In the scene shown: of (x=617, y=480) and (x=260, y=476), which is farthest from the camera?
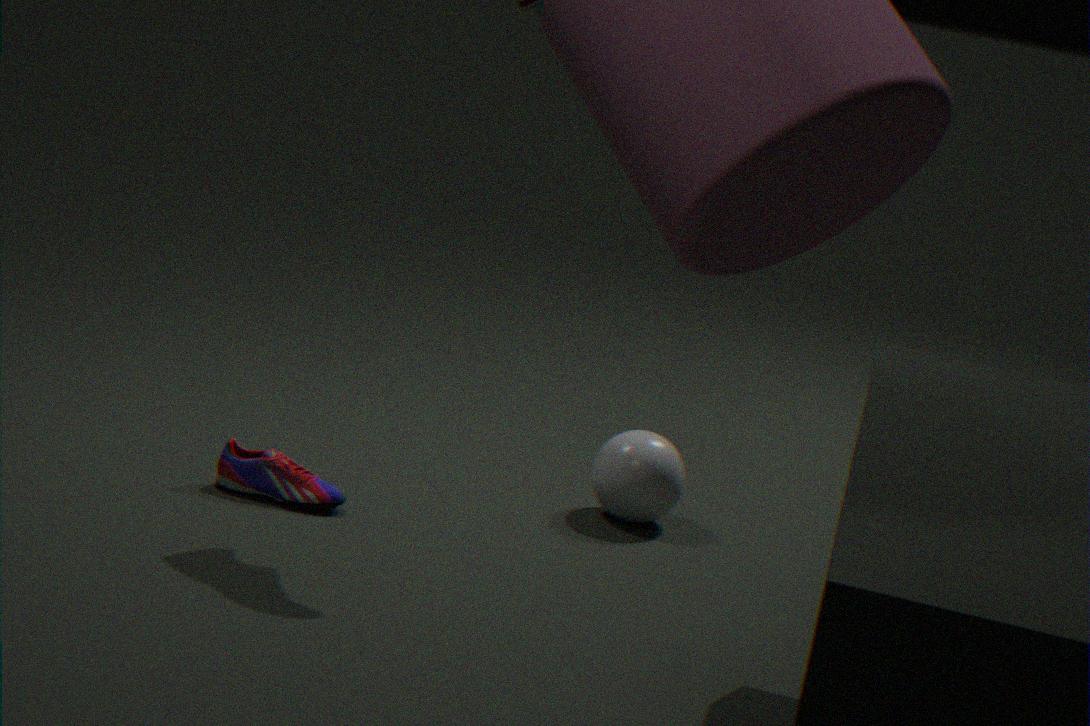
(x=617, y=480)
